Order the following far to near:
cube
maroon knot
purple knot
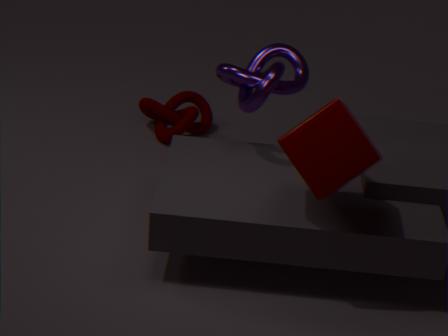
maroon knot → purple knot → cube
